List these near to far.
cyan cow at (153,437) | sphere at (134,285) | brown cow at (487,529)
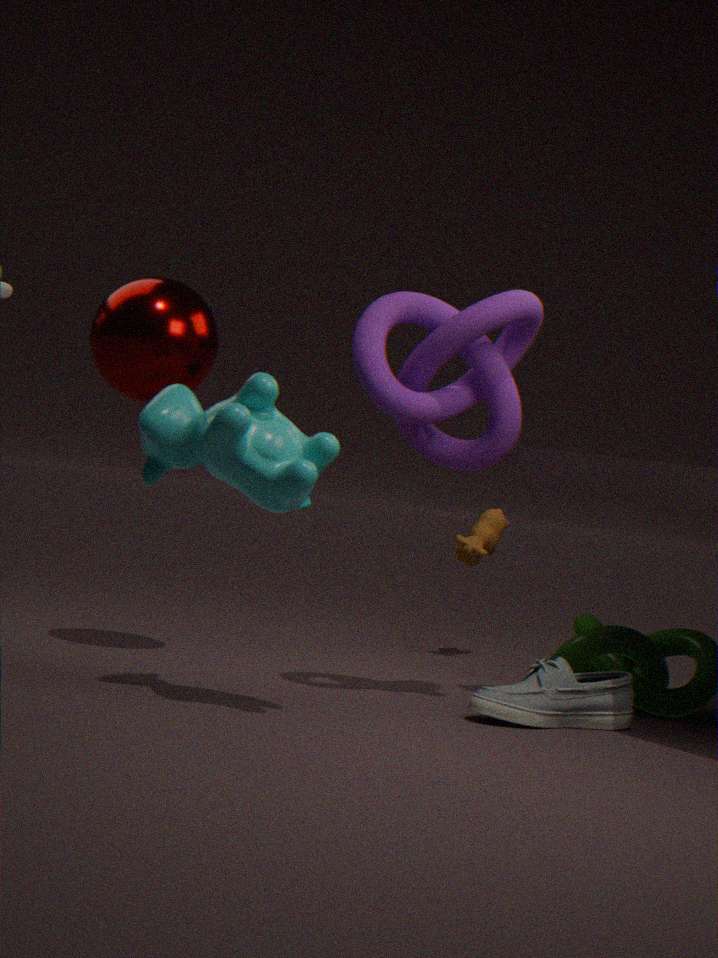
cyan cow at (153,437), sphere at (134,285), brown cow at (487,529)
